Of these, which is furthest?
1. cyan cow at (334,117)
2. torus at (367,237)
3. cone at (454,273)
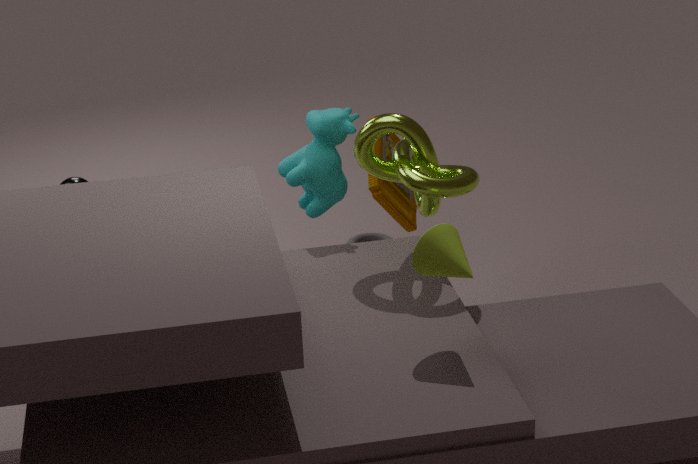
torus at (367,237)
